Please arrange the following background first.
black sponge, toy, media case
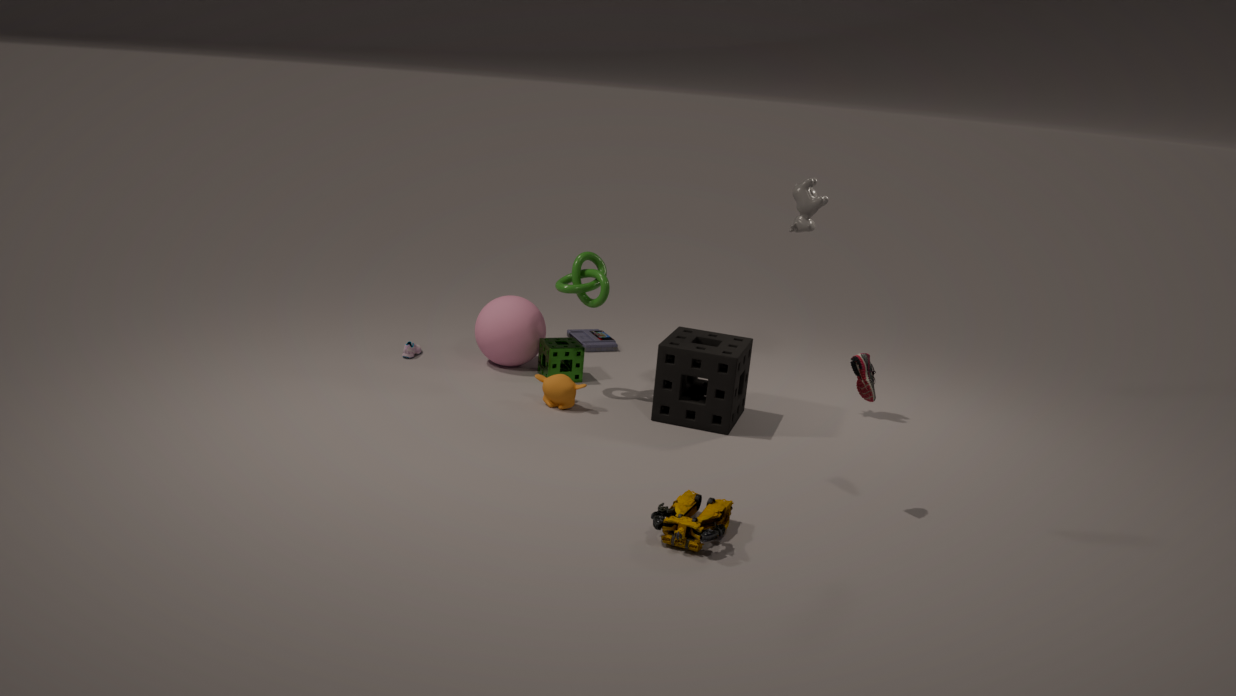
media case < black sponge < toy
